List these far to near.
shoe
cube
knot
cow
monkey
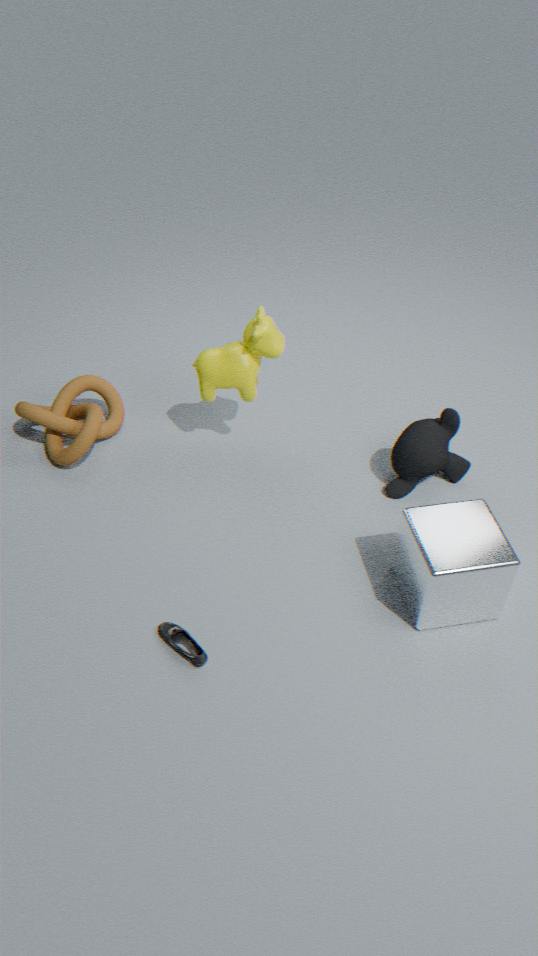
knot
monkey
cow
shoe
cube
